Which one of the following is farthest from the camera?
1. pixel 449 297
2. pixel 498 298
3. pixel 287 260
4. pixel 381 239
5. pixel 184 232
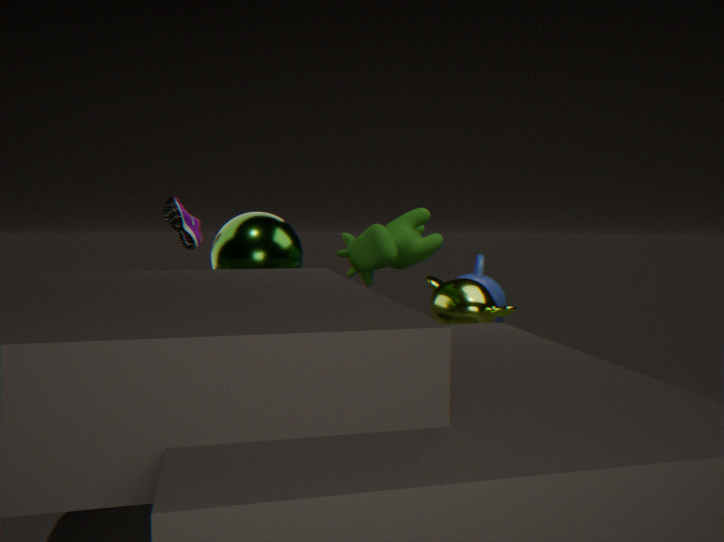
pixel 498 298
